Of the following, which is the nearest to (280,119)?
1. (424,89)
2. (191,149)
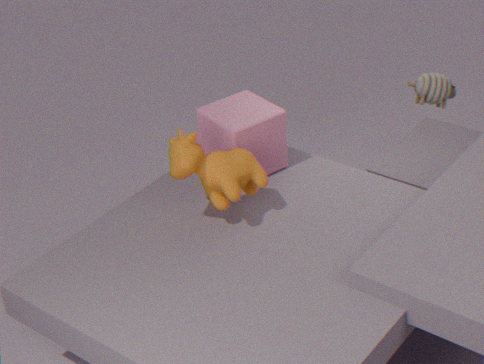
(191,149)
